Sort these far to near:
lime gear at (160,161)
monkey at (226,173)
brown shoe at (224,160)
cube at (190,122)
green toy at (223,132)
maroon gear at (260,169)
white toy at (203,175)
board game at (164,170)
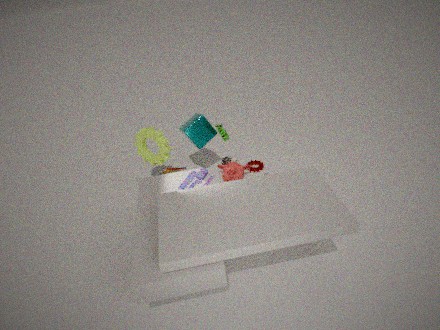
brown shoe at (224,160)
board game at (164,170)
maroon gear at (260,169)
monkey at (226,173)
cube at (190,122)
green toy at (223,132)
lime gear at (160,161)
white toy at (203,175)
